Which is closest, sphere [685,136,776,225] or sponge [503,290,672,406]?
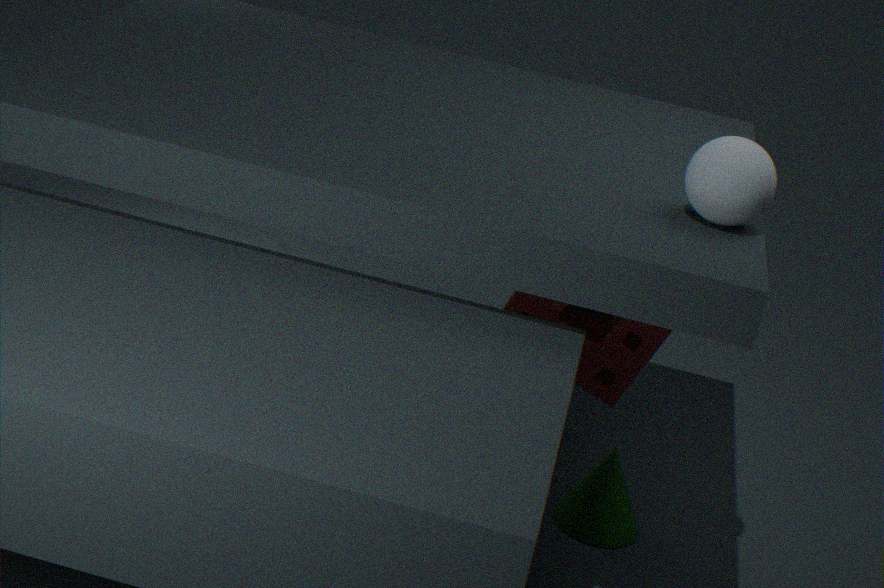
sphere [685,136,776,225]
